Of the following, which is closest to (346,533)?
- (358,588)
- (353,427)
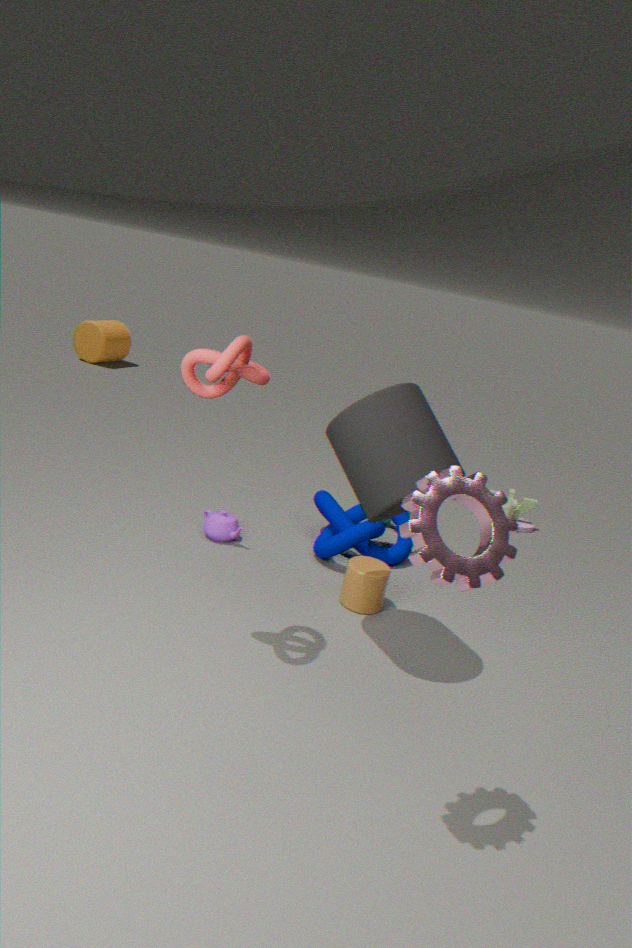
(358,588)
